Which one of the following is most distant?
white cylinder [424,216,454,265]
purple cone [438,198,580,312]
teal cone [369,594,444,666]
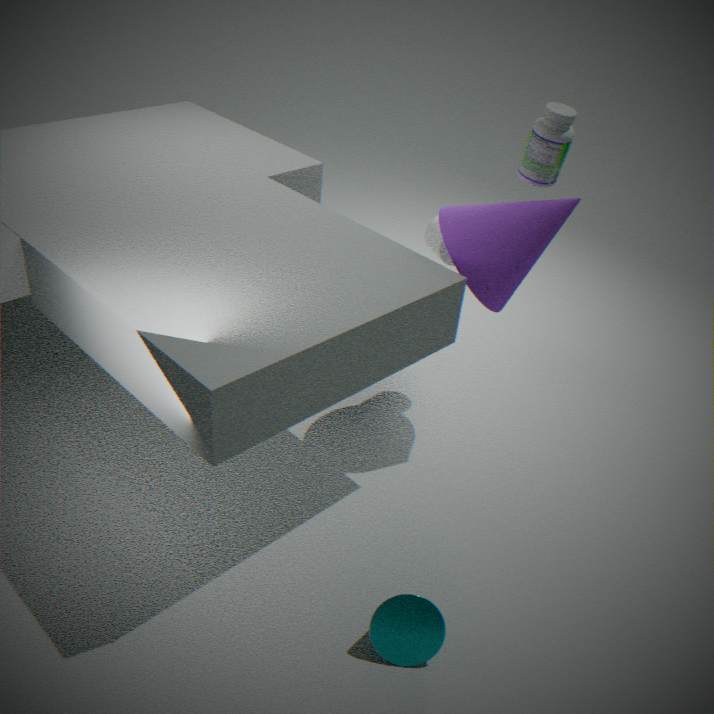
white cylinder [424,216,454,265]
